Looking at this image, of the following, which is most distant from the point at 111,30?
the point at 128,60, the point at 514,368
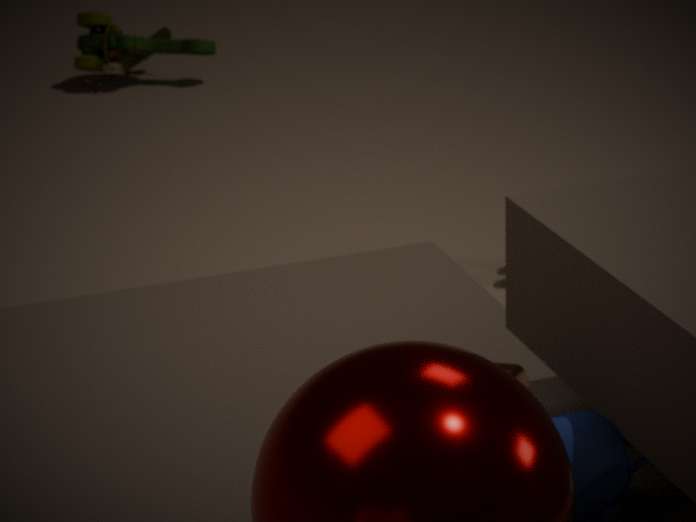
the point at 514,368
